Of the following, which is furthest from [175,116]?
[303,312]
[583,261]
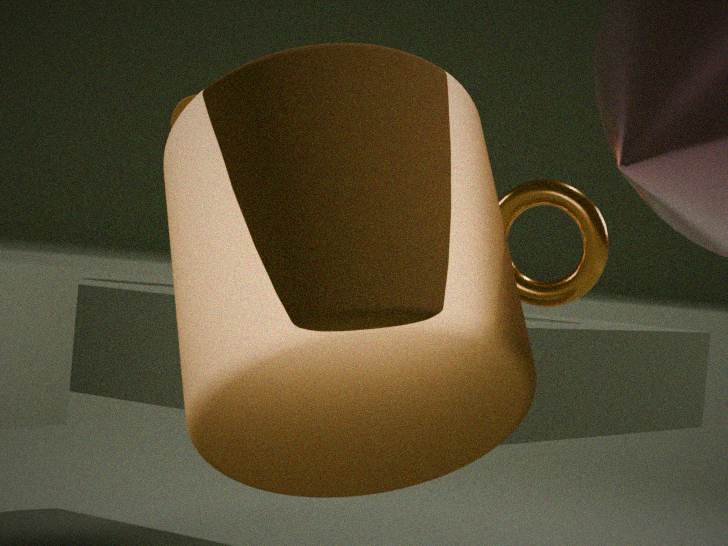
[303,312]
